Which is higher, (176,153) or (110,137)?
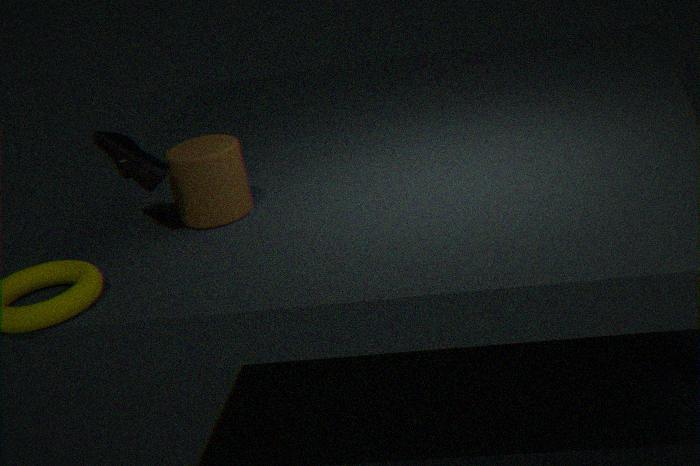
(110,137)
